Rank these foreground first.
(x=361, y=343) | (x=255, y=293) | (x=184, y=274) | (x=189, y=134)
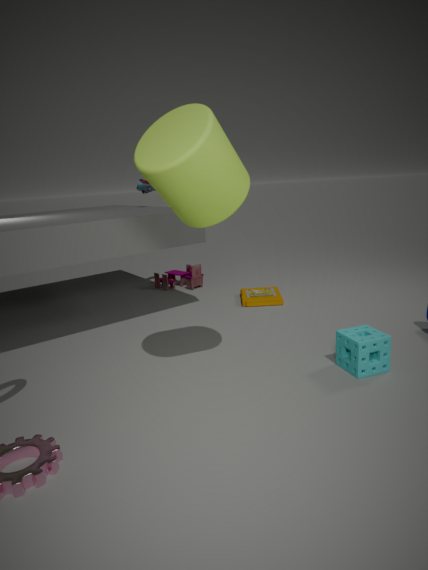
(x=189, y=134) < (x=361, y=343) < (x=255, y=293) < (x=184, y=274)
